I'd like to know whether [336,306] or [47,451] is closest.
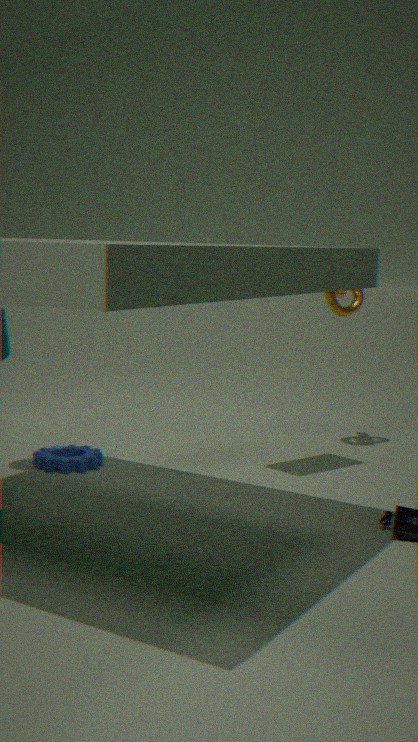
[47,451]
